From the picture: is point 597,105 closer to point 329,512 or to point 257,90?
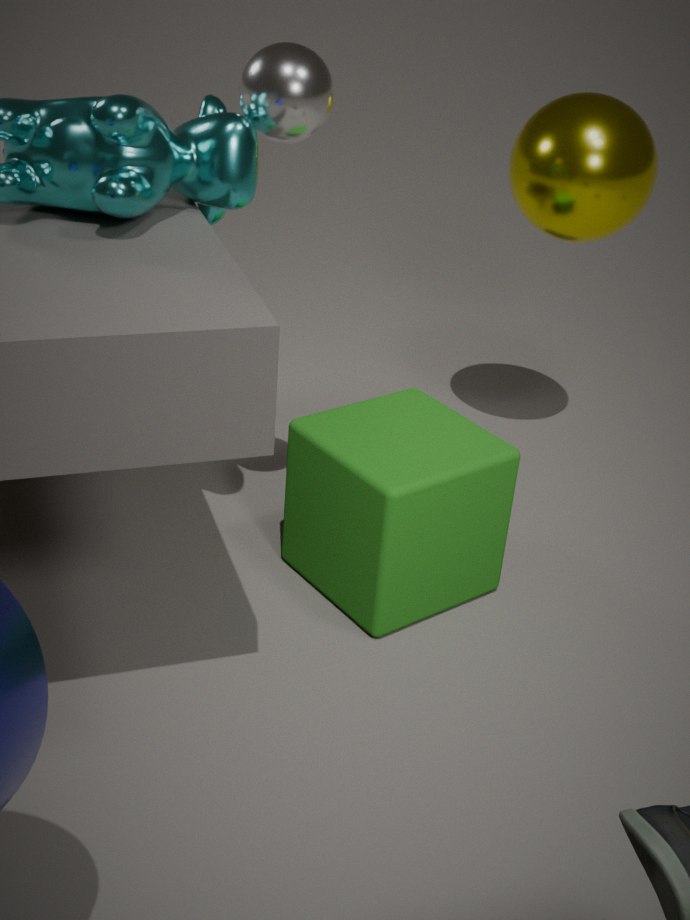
point 257,90
